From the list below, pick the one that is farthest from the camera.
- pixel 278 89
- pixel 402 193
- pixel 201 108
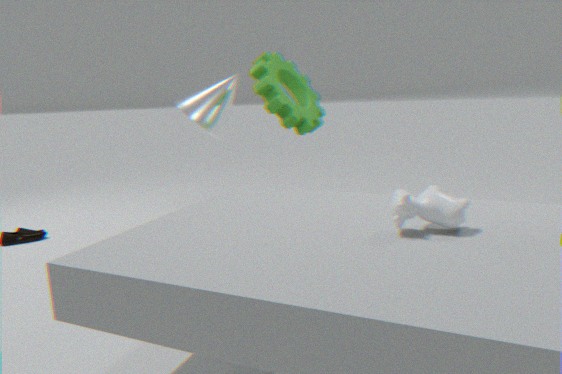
pixel 201 108
